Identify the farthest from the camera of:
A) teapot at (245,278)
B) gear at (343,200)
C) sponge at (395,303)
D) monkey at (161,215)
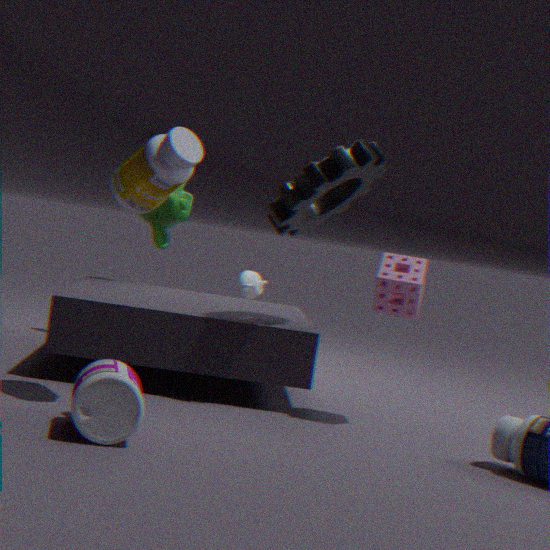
teapot at (245,278)
